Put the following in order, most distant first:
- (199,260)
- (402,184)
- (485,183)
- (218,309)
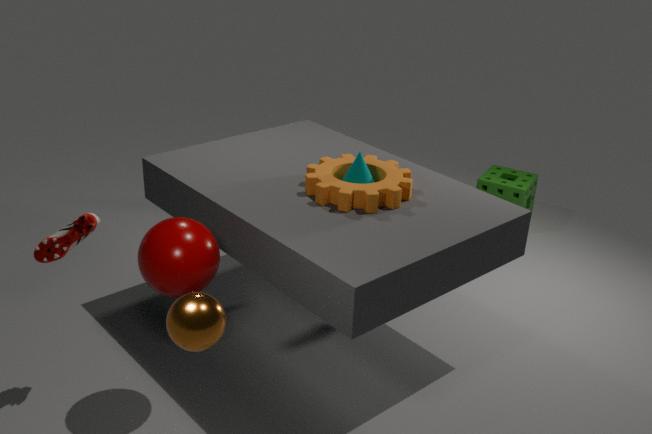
1. (485,183)
2. (402,184)
3. (199,260)
4. (218,309)
